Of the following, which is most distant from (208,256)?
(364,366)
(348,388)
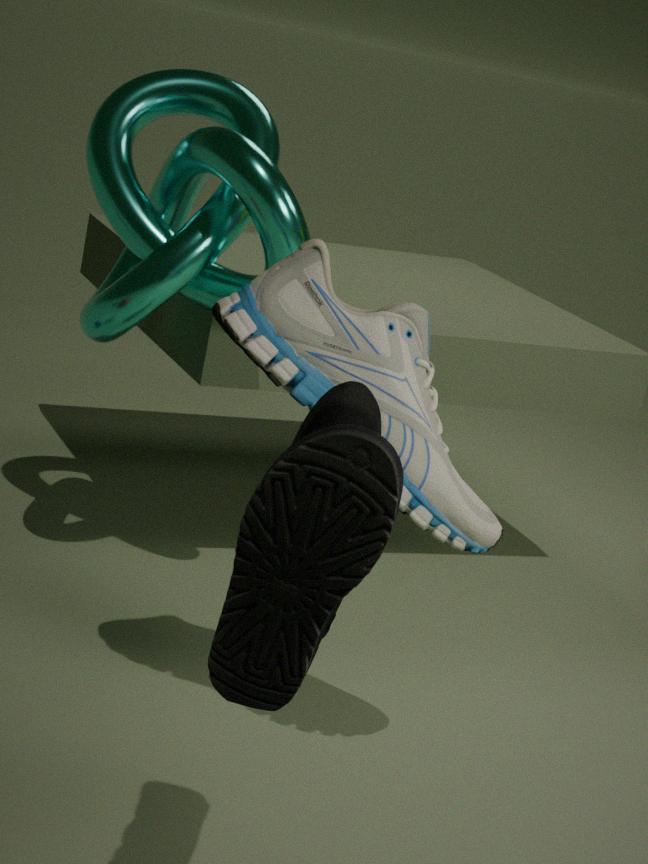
(348,388)
